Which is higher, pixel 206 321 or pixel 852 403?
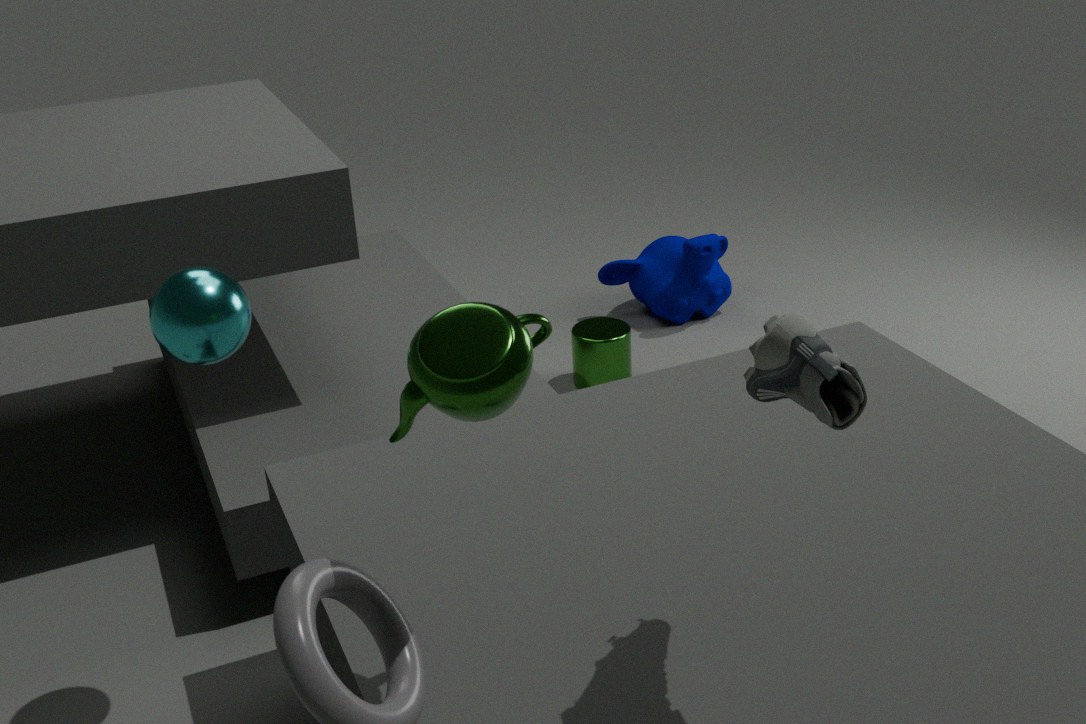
pixel 852 403
